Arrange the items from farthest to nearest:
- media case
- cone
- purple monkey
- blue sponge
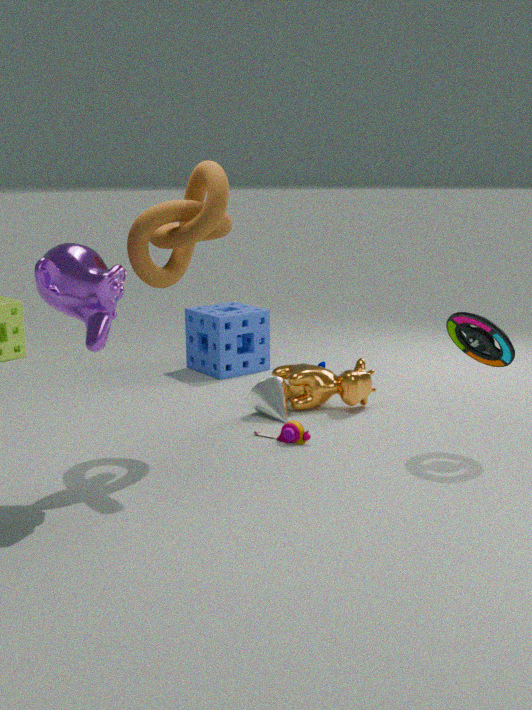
blue sponge → cone → media case → purple monkey
